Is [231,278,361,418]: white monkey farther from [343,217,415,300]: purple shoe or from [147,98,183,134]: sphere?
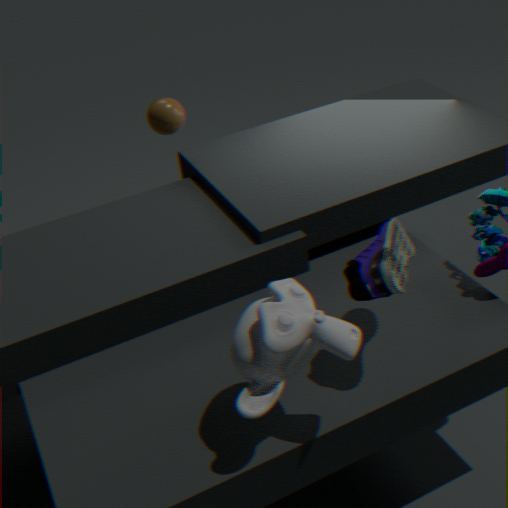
[147,98,183,134]: sphere
